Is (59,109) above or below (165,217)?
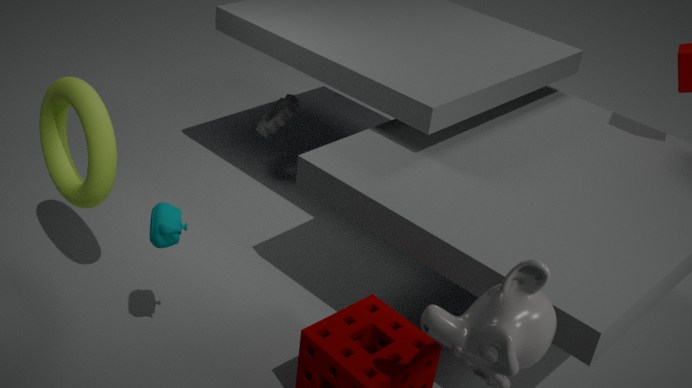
above
